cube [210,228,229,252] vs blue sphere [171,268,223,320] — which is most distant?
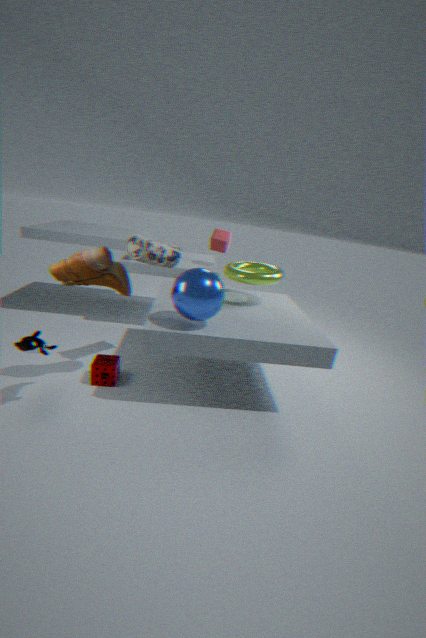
cube [210,228,229,252]
